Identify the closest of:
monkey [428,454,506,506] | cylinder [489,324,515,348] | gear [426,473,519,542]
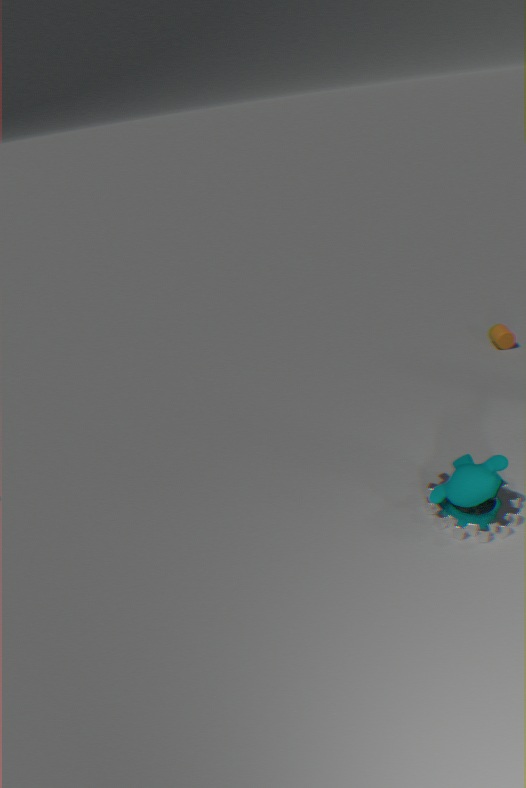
monkey [428,454,506,506]
